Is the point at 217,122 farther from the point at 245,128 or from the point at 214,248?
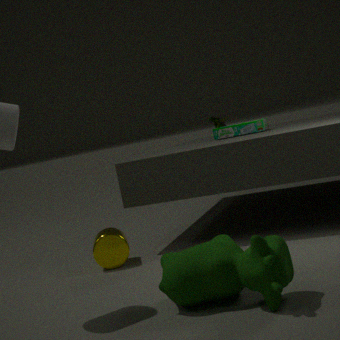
the point at 214,248
